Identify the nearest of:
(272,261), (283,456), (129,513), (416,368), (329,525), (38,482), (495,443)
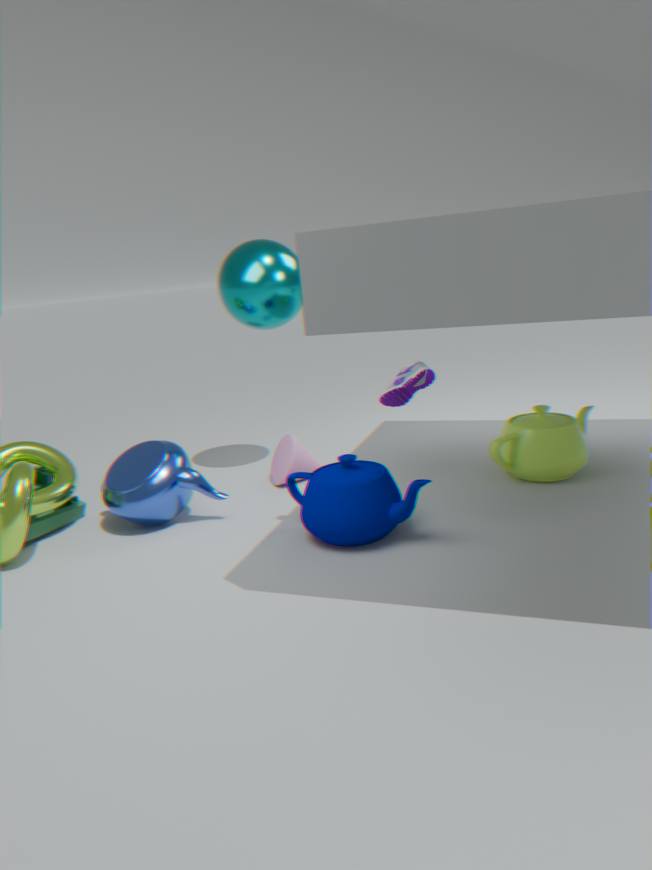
(329,525)
